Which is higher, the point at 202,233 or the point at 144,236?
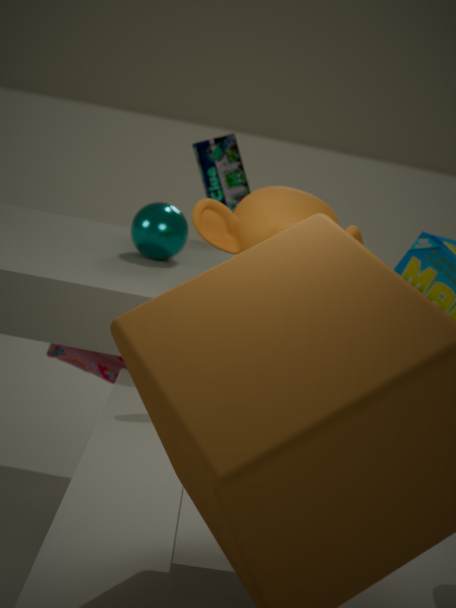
the point at 202,233
